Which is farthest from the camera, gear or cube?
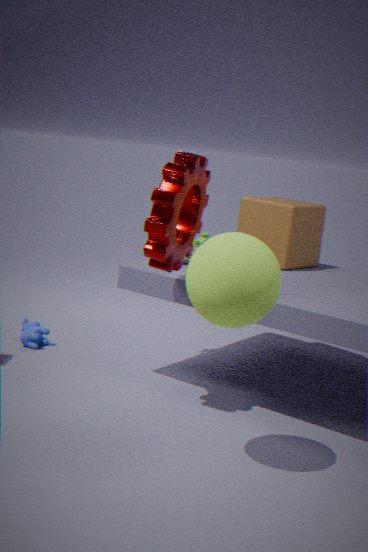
cube
